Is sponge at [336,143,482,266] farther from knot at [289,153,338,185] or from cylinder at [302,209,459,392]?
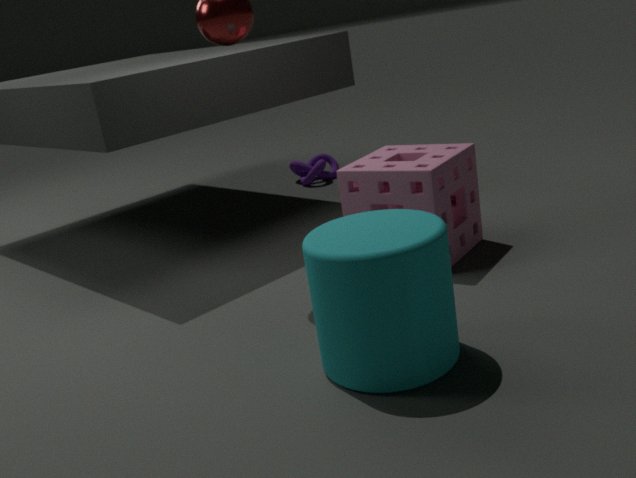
knot at [289,153,338,185]
